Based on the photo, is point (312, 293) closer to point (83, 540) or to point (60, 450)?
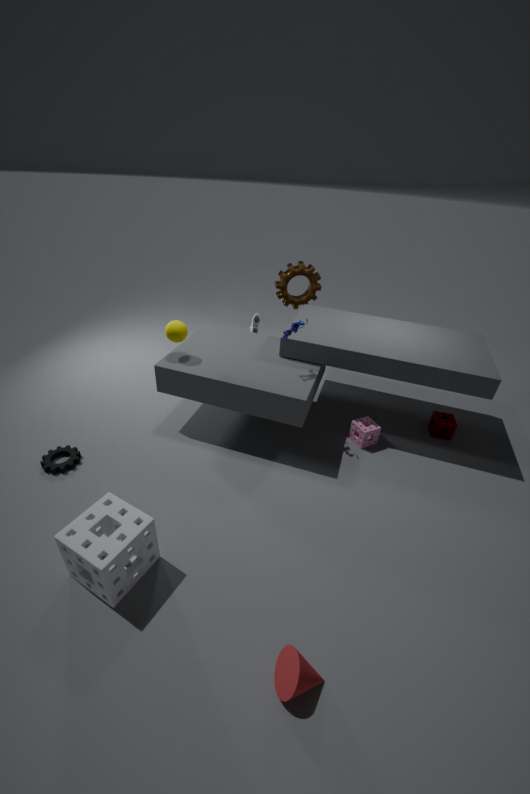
point (60, 450)
